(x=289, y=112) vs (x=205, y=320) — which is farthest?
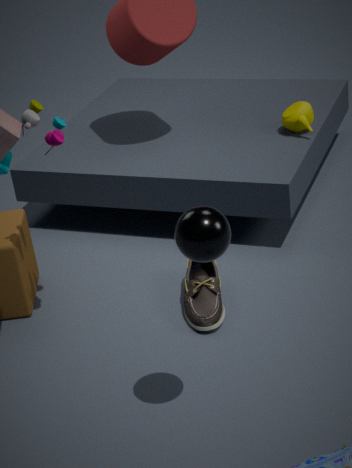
(x=289, y=112)
